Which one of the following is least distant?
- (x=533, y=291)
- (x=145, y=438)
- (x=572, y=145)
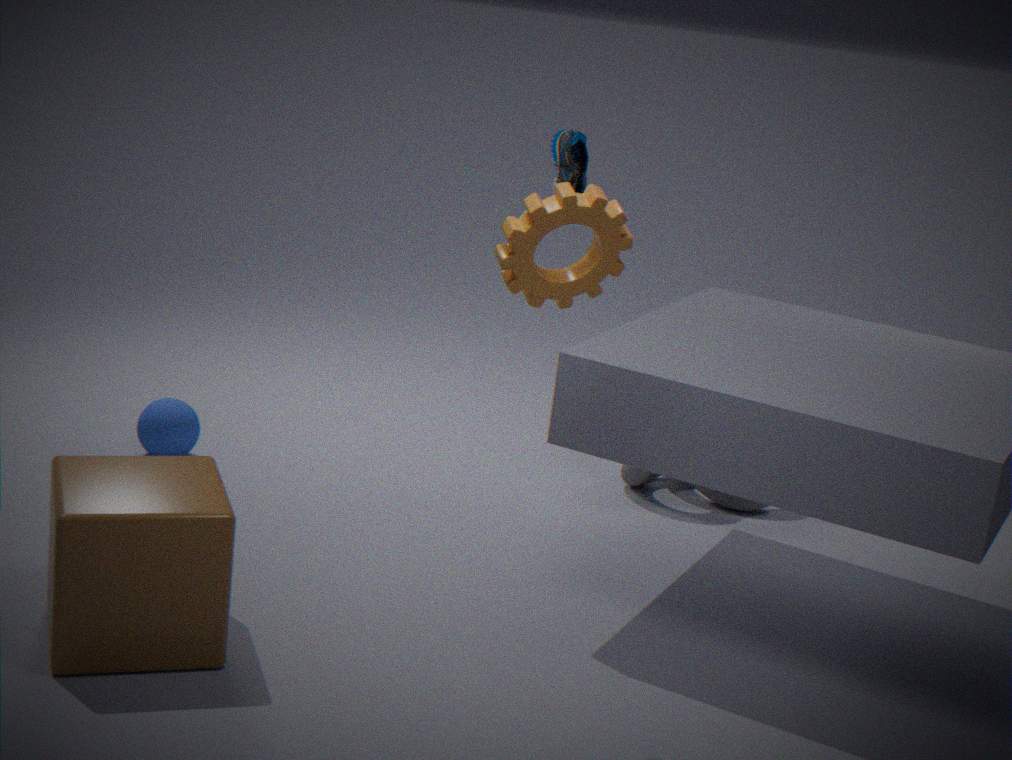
(x=533, y=291)
